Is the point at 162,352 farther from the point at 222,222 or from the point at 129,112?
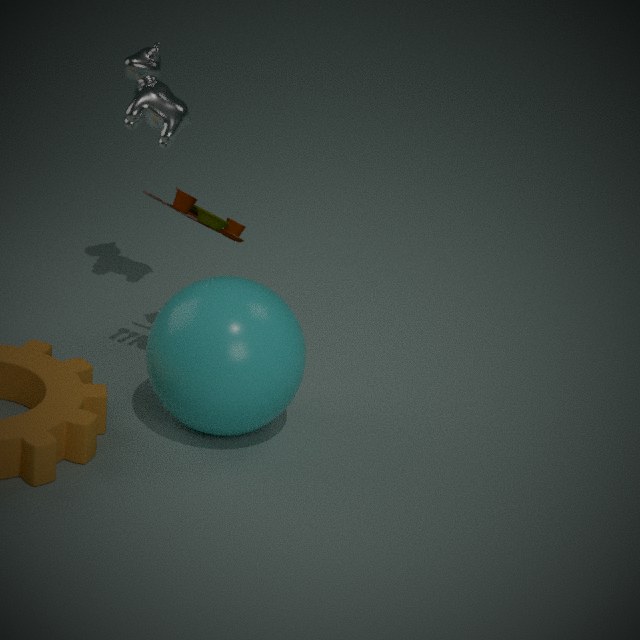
the point at 129,112
